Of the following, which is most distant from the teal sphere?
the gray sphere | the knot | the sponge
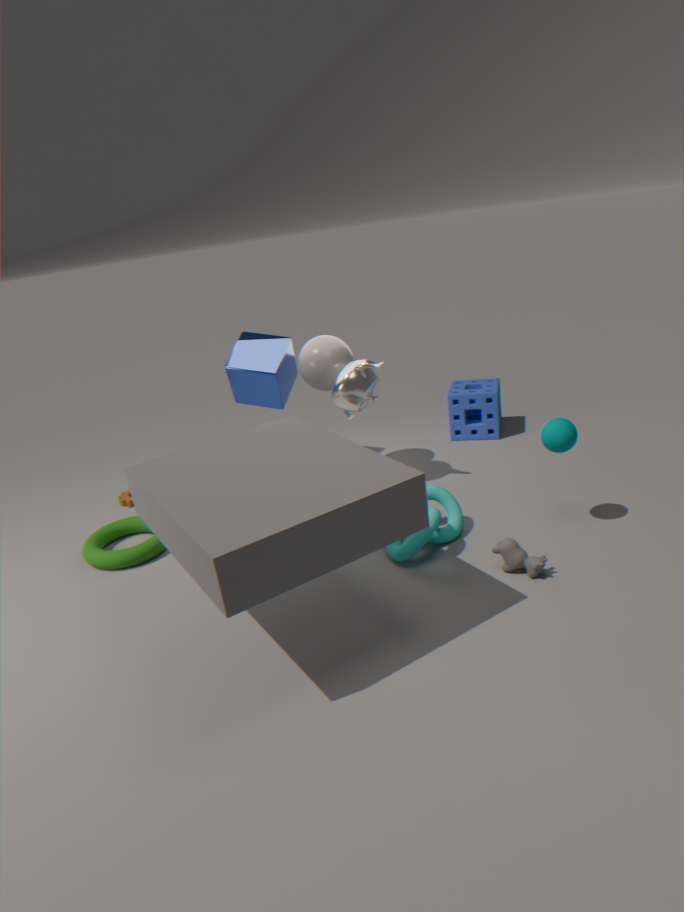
the gray sphere
